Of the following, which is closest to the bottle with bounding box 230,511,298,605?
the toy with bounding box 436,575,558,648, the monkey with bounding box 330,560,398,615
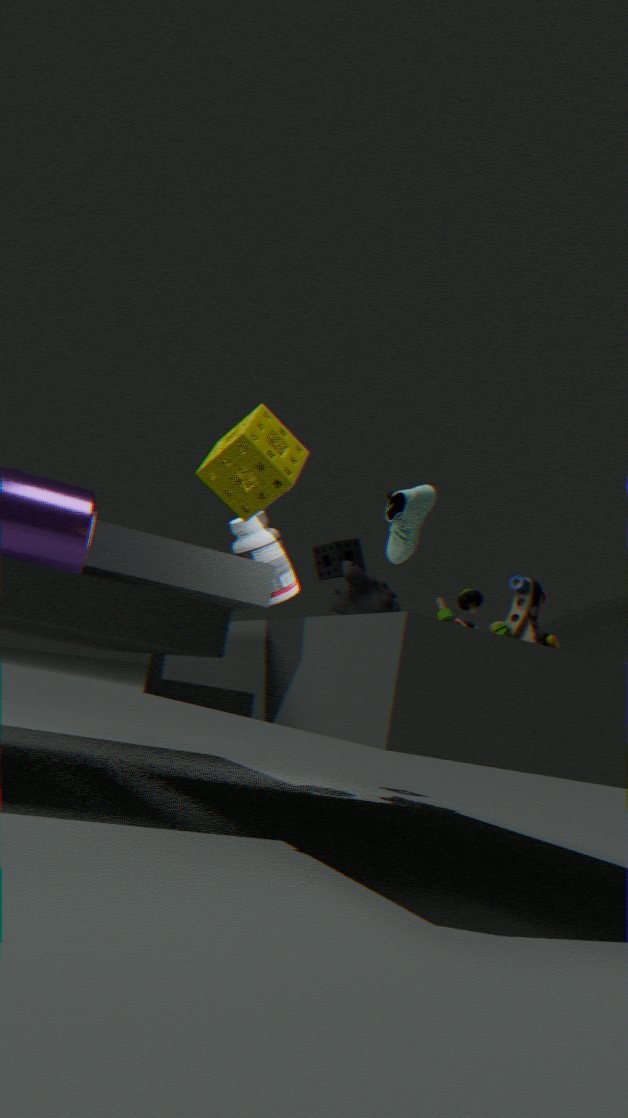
the monkey with bounding box 330,560,398,615
